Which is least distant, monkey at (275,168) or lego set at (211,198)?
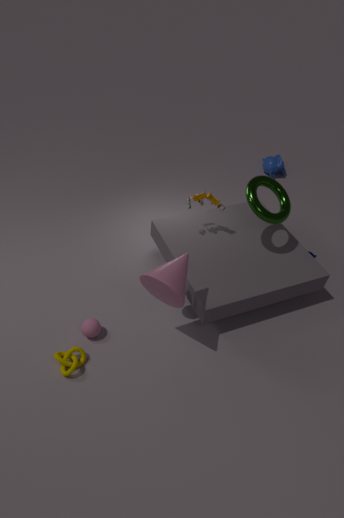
lego set at (211,198)
